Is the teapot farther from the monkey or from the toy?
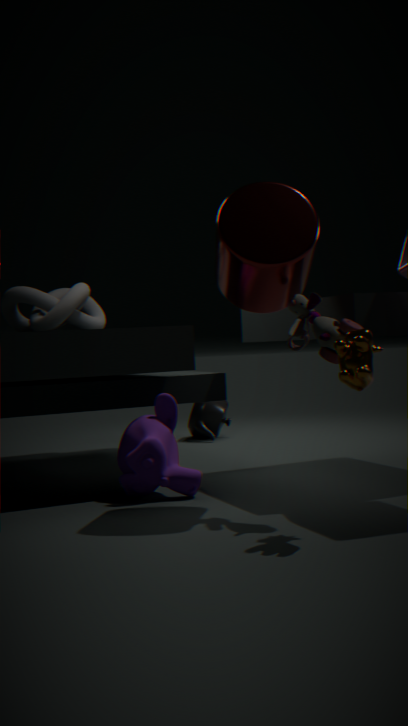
the toy
